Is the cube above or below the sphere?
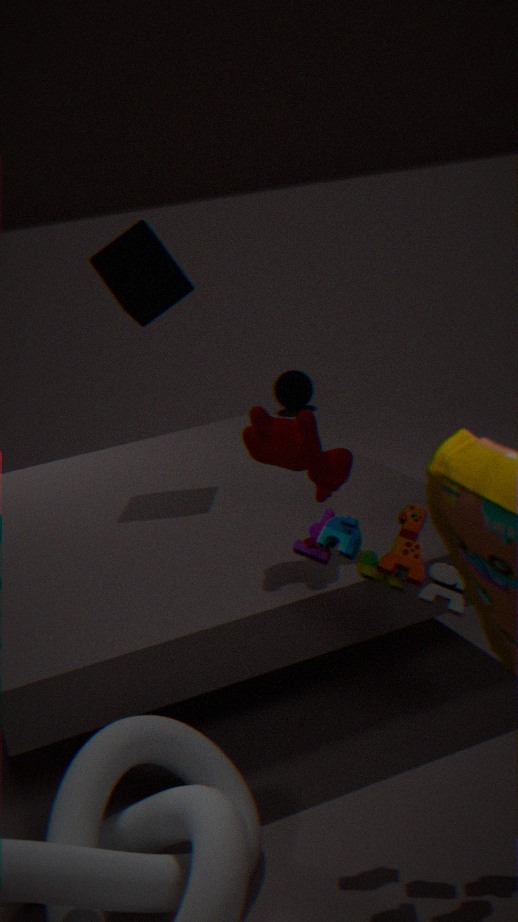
above
